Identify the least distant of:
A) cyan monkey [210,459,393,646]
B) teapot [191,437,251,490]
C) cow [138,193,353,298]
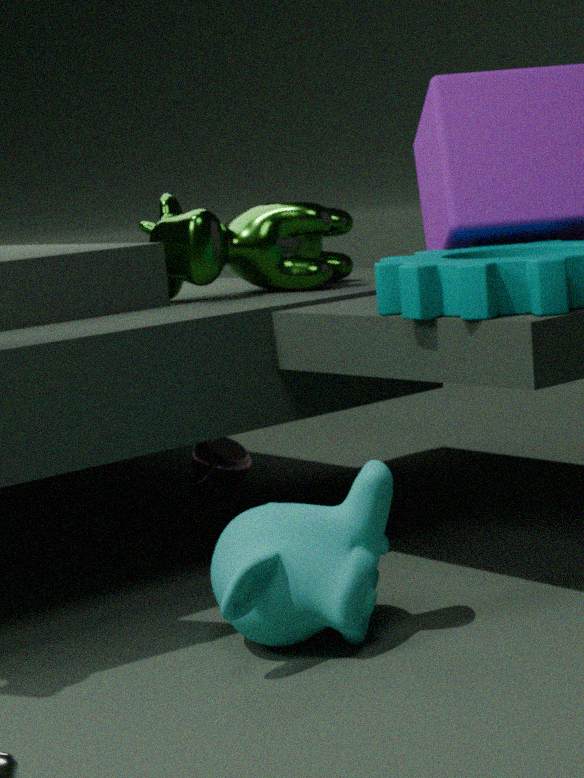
cyan monkey [210,459,393,646]
